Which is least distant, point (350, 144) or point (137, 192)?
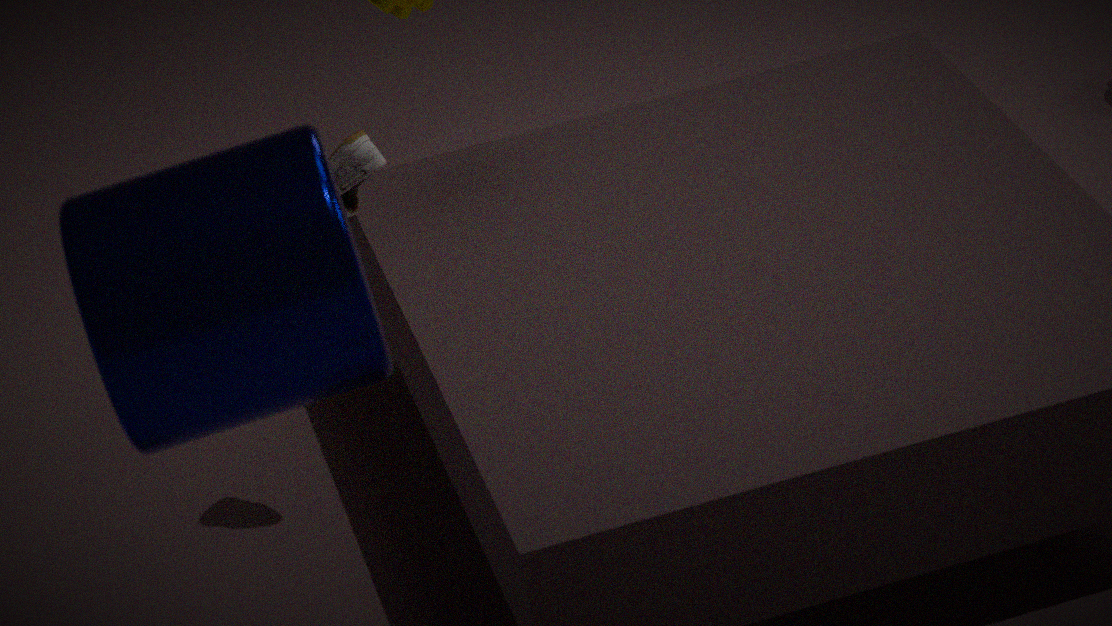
point (137, 192)
